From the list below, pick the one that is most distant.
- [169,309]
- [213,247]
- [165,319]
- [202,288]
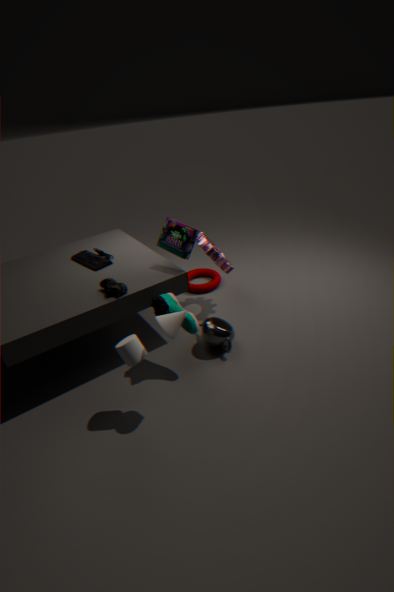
[202,288]
